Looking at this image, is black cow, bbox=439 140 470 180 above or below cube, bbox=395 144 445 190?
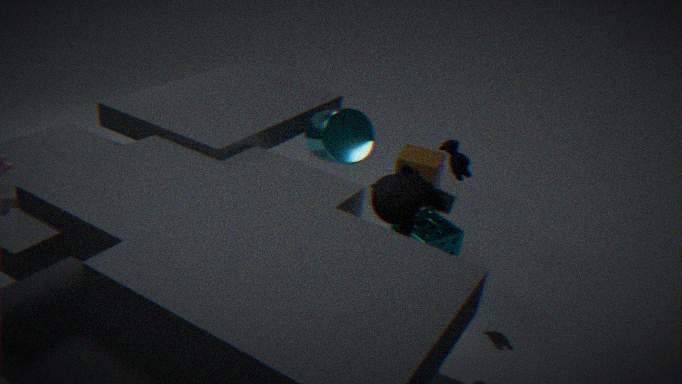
above
